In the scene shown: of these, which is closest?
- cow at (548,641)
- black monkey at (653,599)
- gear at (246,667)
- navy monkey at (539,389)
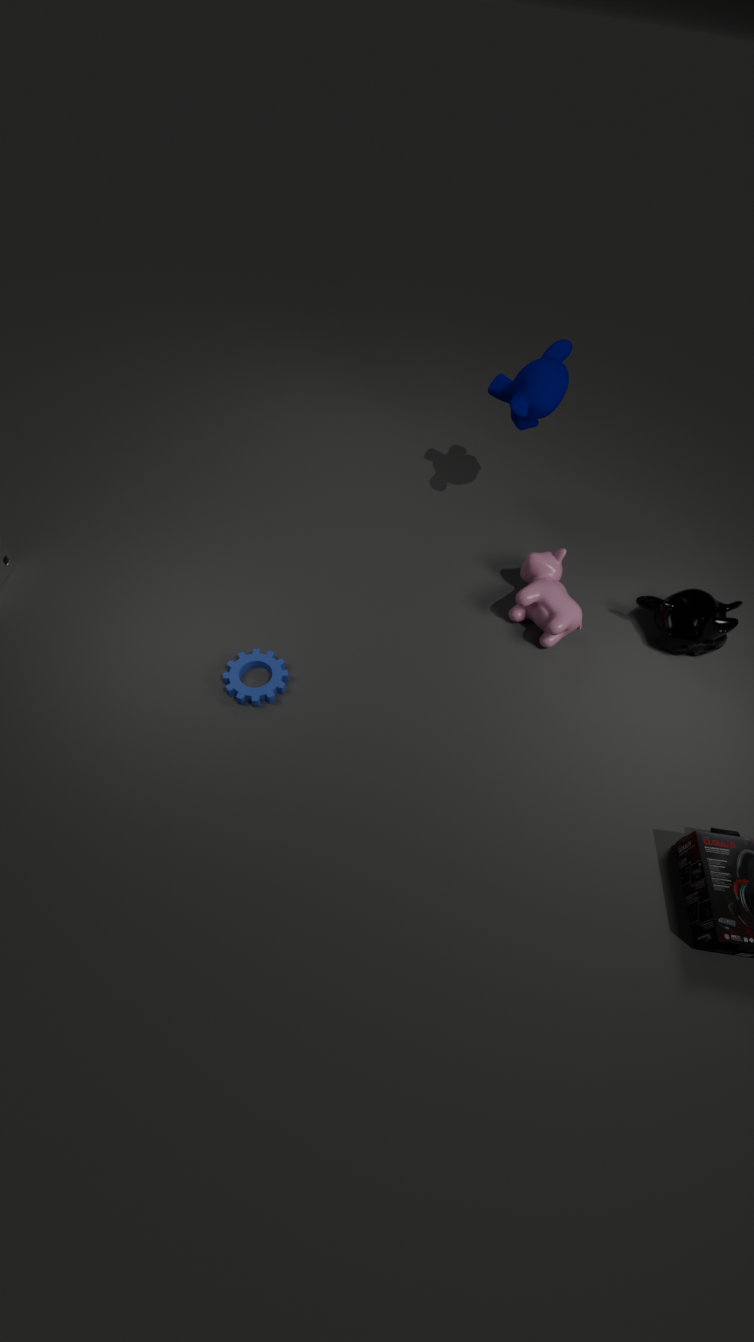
gear at (246,667)
